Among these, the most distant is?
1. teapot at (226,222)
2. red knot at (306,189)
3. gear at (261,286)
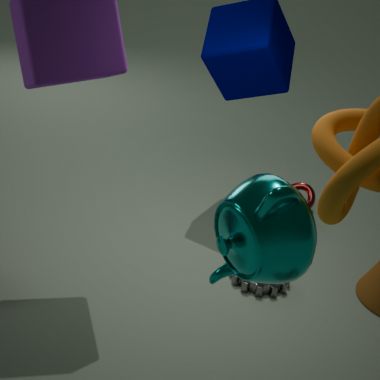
red knot at (306,189)
